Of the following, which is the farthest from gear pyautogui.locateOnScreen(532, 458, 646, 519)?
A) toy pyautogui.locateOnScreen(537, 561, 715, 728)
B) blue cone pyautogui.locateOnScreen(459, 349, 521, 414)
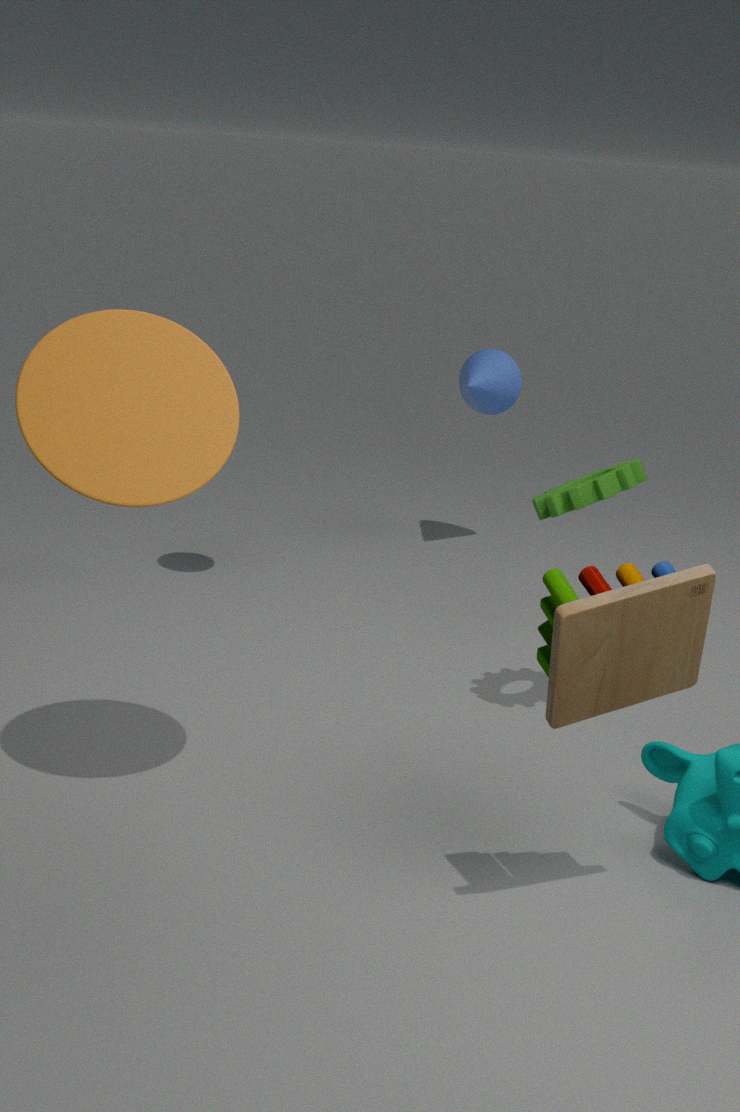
blue cone pyautogui.locateOnScreen(459, 349, 521, 414)
